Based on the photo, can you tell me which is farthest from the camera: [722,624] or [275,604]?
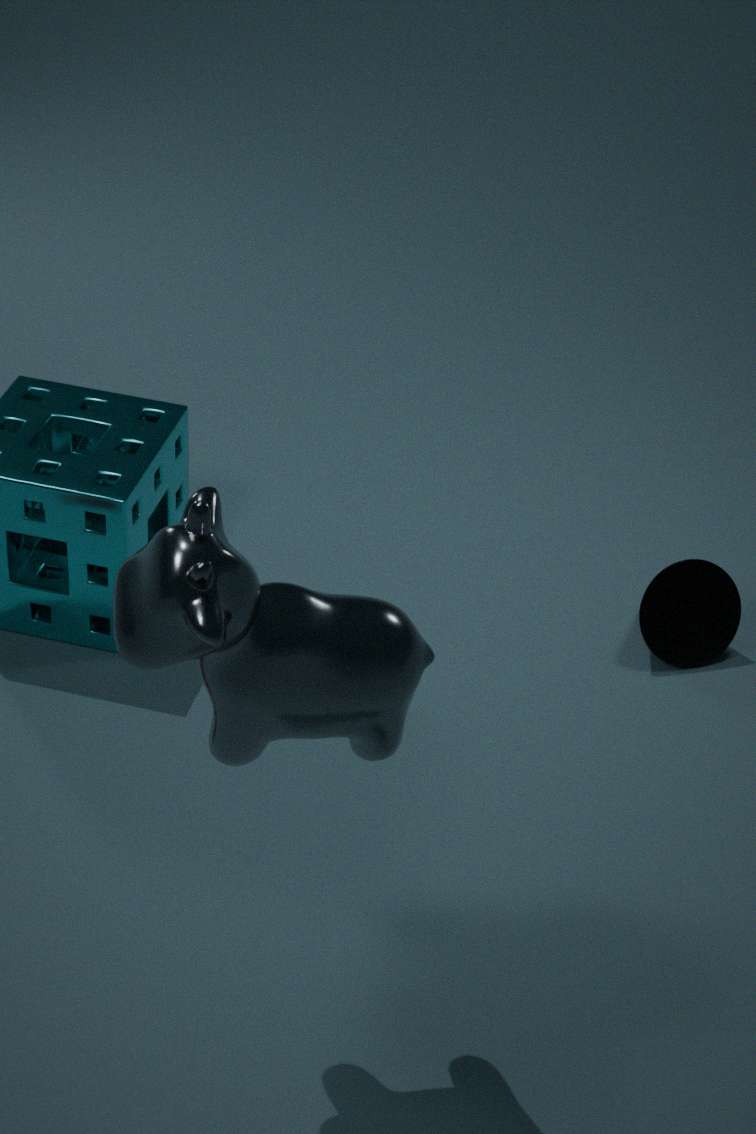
[722,624]
